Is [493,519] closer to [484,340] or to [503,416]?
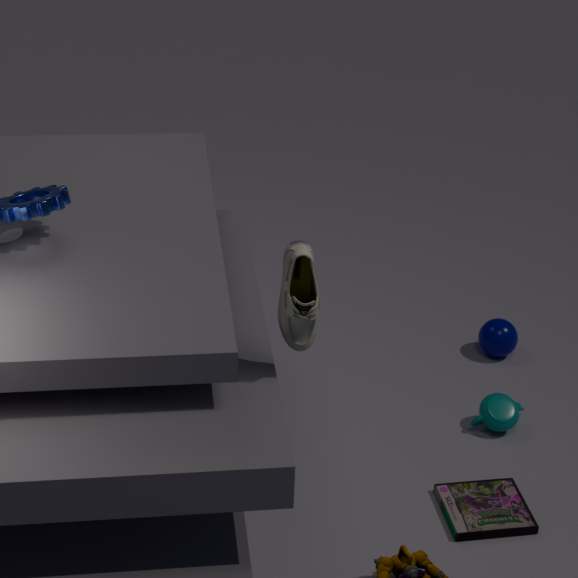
[503,416]
